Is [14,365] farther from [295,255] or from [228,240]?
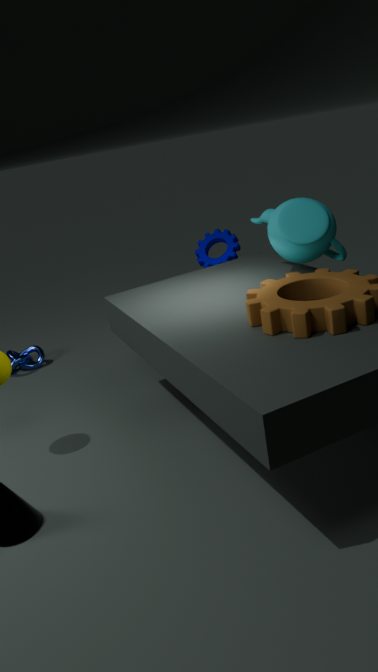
[295,255]
